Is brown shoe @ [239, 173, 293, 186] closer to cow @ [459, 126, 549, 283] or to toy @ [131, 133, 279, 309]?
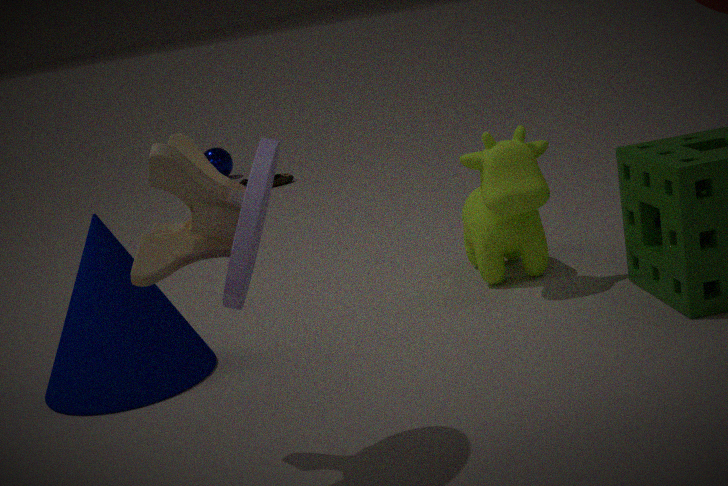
cow @ [459, 126, 549, 283]
